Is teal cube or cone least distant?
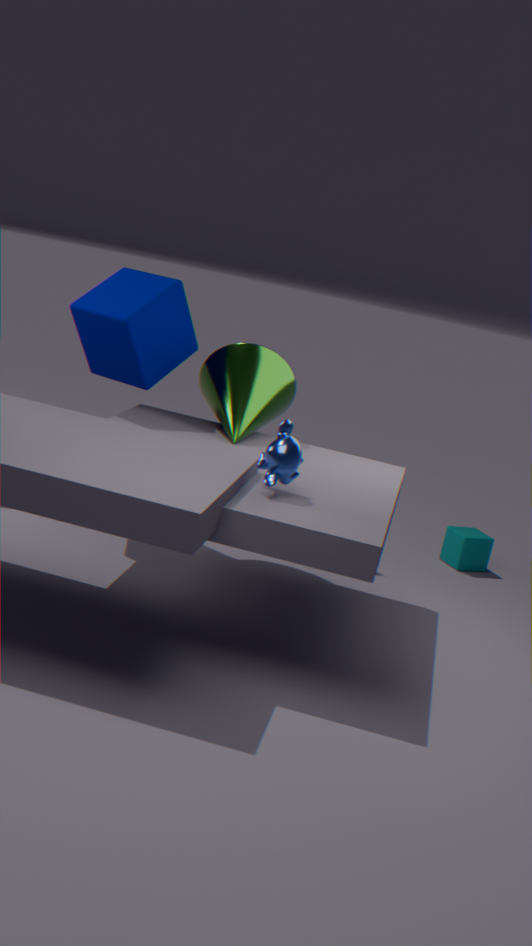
cone
